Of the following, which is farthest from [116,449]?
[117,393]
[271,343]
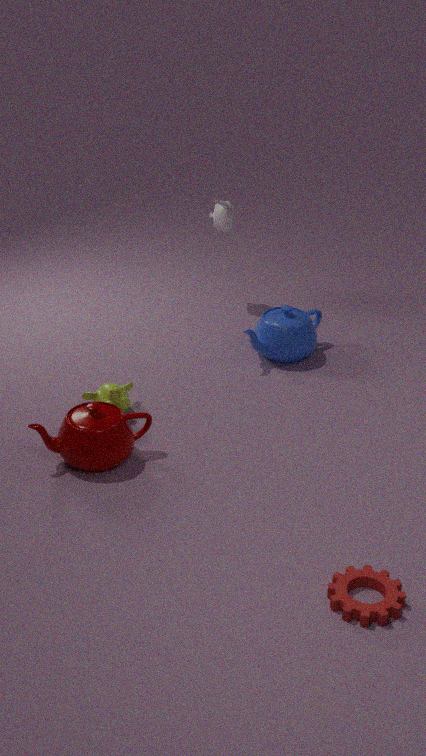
[271,343]
